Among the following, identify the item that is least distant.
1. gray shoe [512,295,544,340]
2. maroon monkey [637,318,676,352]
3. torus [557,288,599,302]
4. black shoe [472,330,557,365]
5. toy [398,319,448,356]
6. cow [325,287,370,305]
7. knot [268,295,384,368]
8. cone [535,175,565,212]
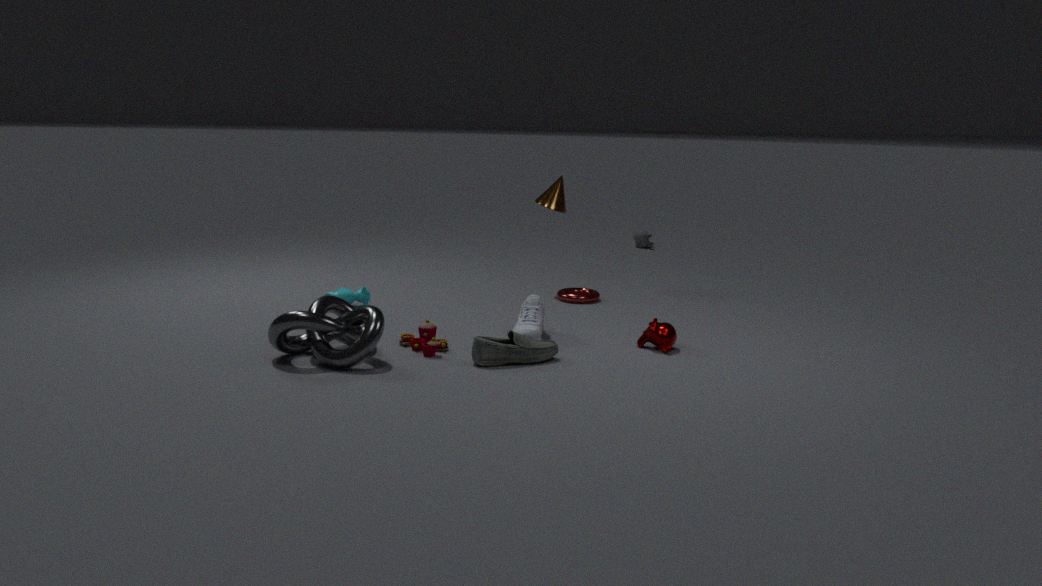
knot [268,295,384,368]
